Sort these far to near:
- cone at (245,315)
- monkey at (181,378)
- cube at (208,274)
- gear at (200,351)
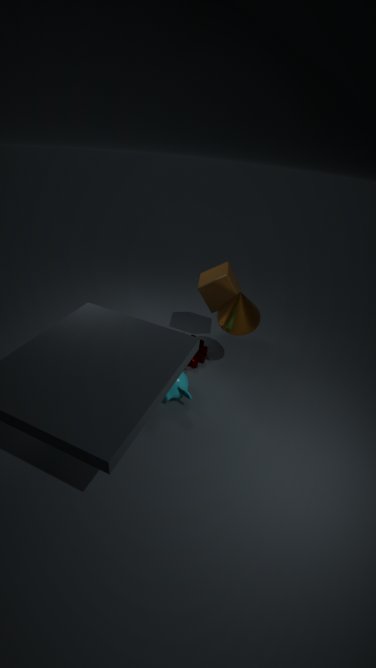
gear at (200,351)
cube at (208,274)
cone at (245,315)
monkey at (181,378)
